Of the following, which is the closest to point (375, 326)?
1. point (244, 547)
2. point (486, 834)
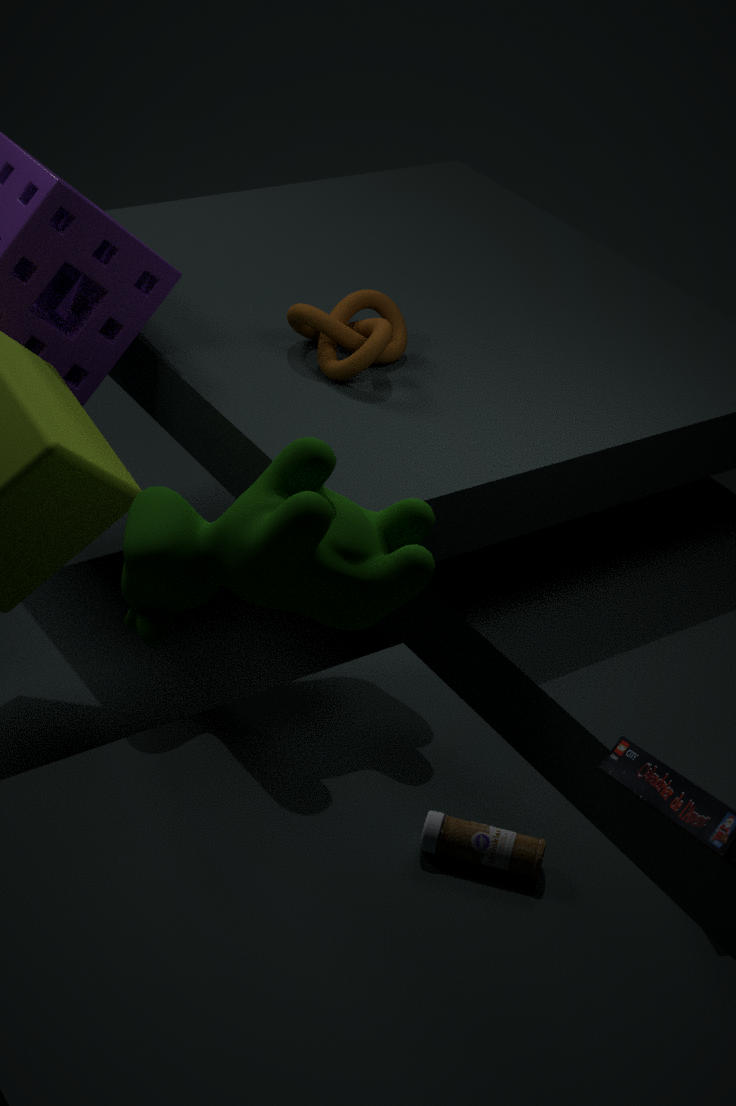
point (244, 547)
